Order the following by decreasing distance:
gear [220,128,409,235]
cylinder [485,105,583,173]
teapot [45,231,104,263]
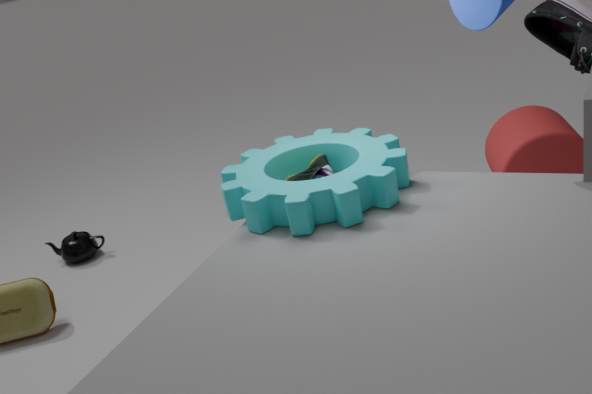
1. teapot [45,231,104,263]
2. cylinder [485,105,583,173]
3. gear [220,128,409,235]
